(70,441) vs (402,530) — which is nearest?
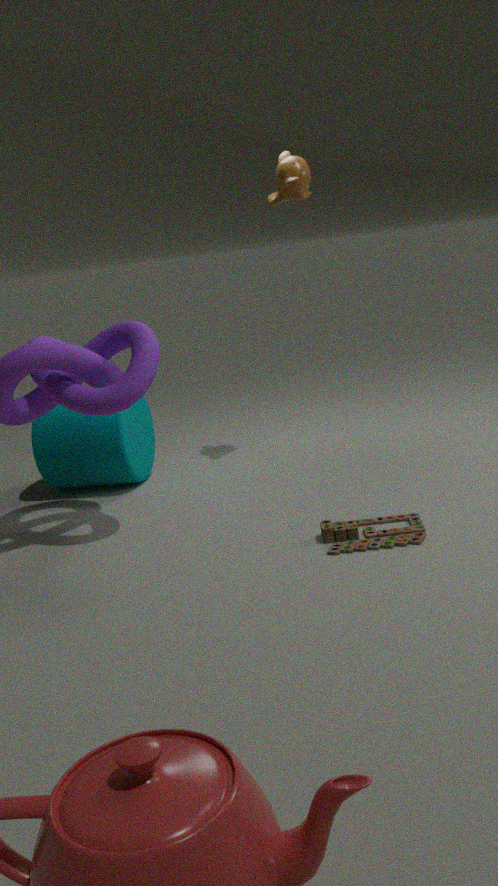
(402,530)
